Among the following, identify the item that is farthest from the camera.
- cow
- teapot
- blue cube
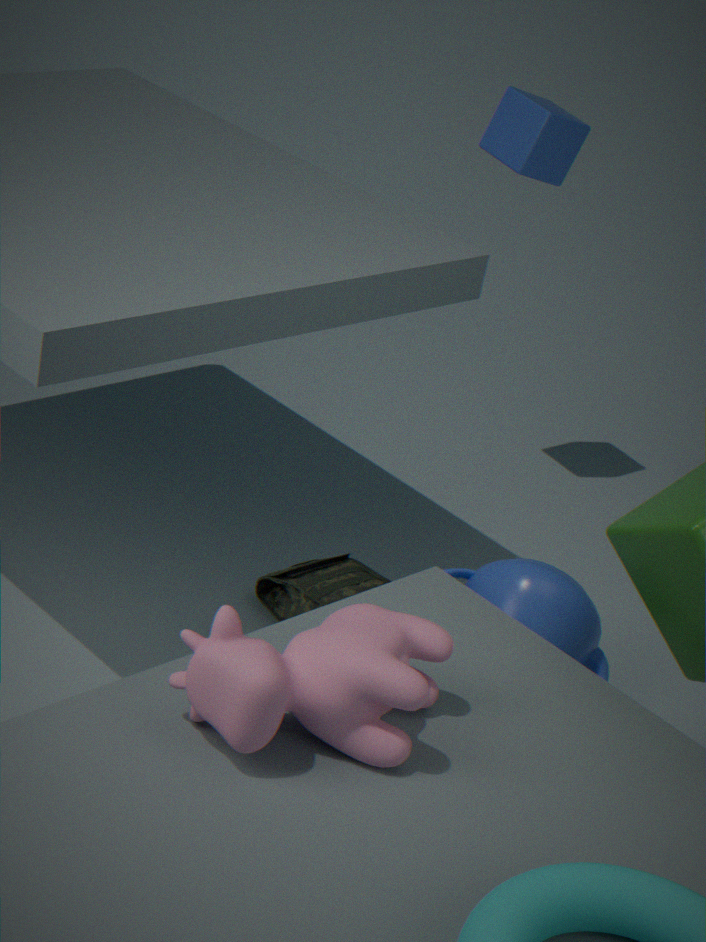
blue cube
